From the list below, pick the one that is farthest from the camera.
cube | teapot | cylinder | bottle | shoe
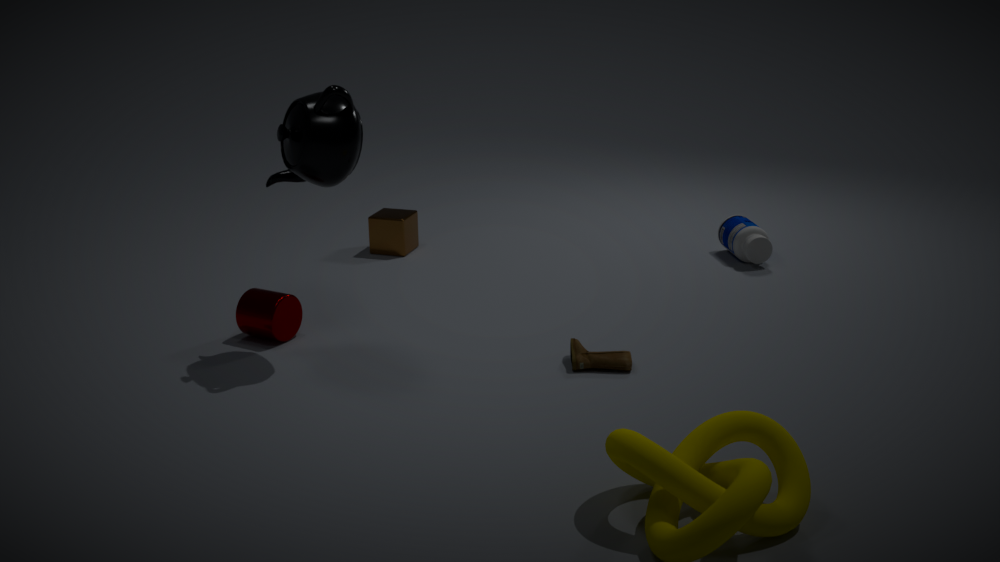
cube
